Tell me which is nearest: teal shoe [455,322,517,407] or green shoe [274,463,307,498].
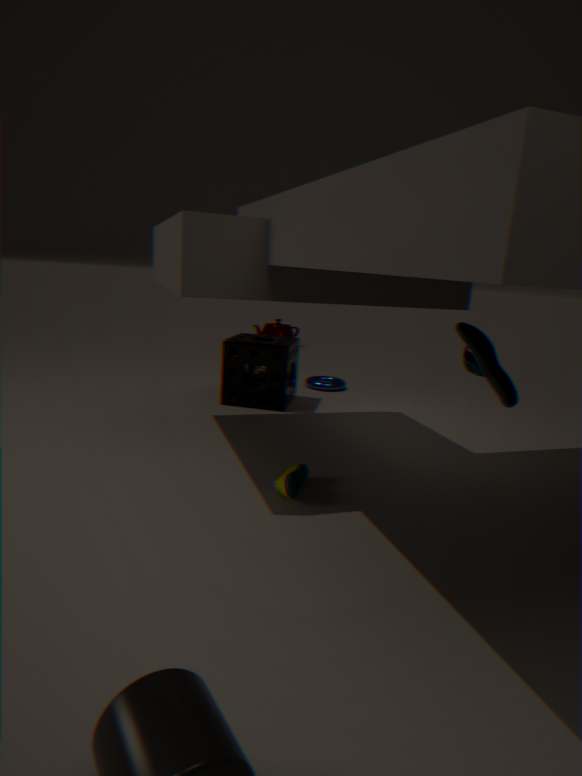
teal shoe [455,322,517,407]
